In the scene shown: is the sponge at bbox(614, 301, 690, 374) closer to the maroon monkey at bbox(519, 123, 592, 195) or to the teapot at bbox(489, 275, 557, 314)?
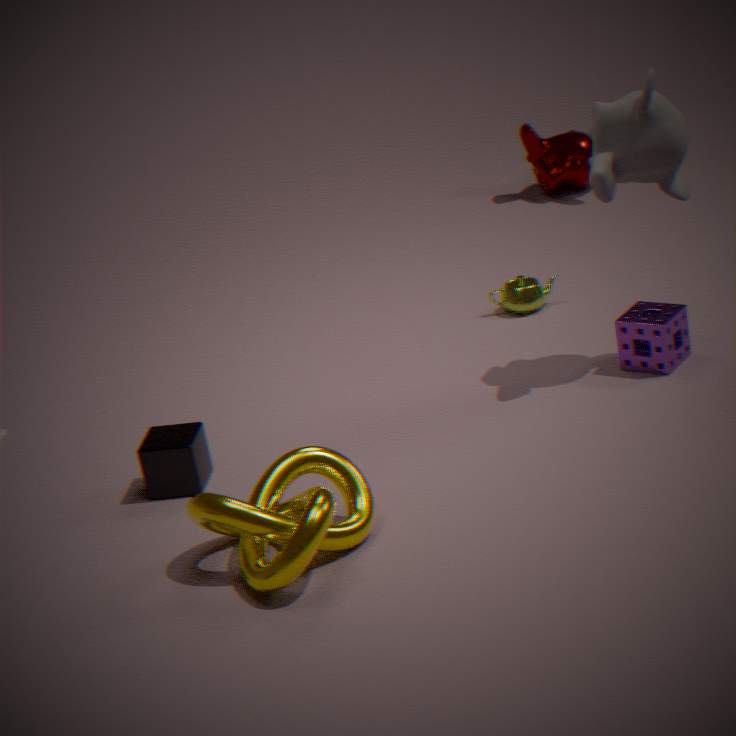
the teapot at bbox(489, 275, 557, 314)
